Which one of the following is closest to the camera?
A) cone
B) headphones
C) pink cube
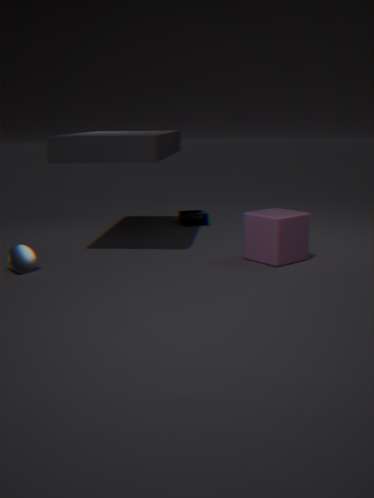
cone
